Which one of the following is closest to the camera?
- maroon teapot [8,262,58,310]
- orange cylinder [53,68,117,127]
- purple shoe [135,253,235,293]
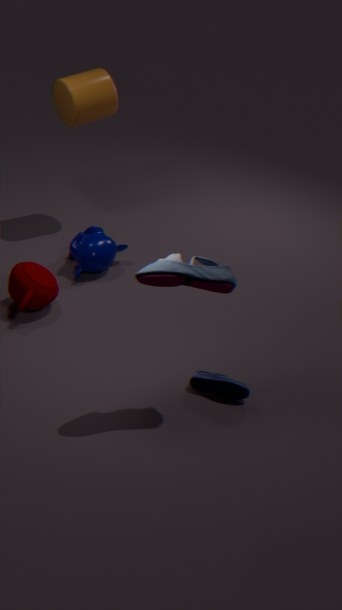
purple shoe [135,253,235,293]
